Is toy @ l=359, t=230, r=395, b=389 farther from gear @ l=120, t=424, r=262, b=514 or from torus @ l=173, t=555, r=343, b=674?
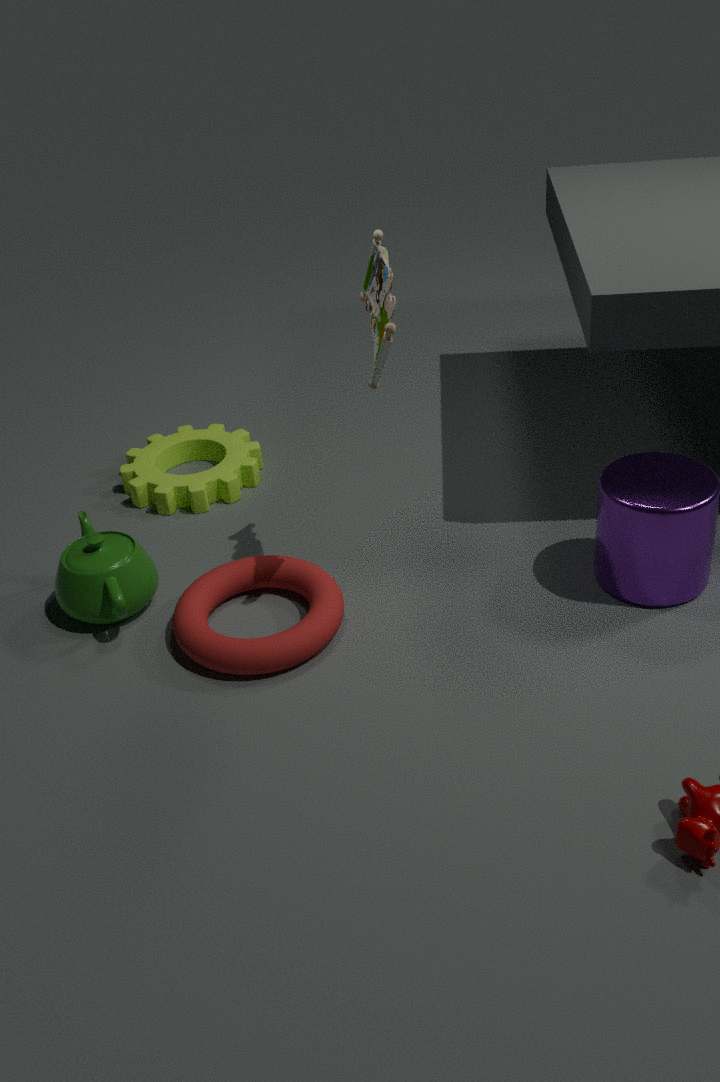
gear @ l=120, t=424, r=262, b=514
